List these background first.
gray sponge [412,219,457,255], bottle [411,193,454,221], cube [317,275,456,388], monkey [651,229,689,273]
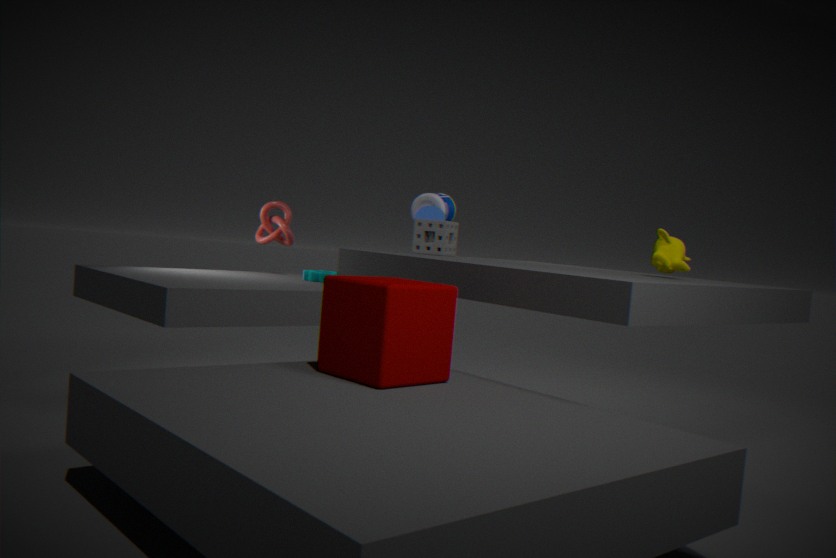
bottle [411,193,454,221] → gray sponge [412,219,457,255] → monkey [651,229,689,273] → cube [317,275,456,388]
